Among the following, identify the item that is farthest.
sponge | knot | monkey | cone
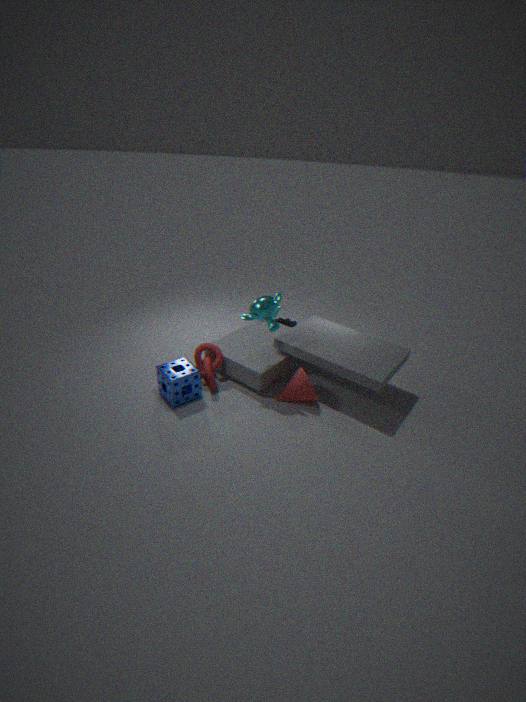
knot
